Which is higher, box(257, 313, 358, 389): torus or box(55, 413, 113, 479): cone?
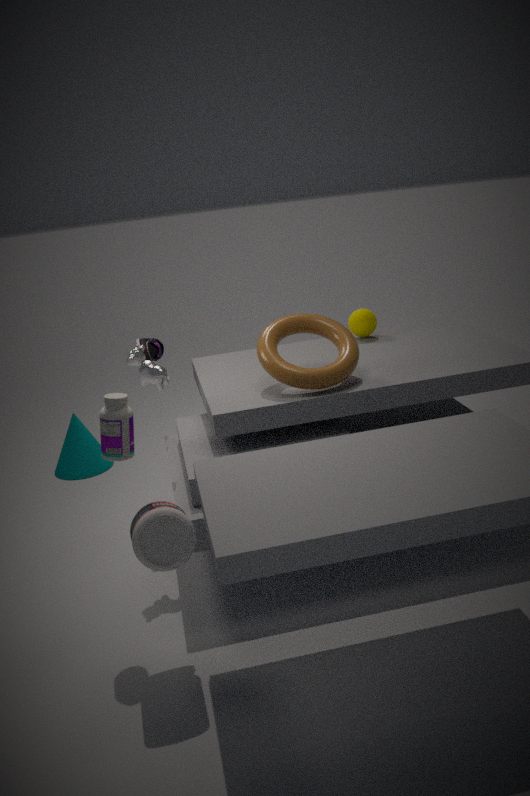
box(257, 313, 358, 389): torus
